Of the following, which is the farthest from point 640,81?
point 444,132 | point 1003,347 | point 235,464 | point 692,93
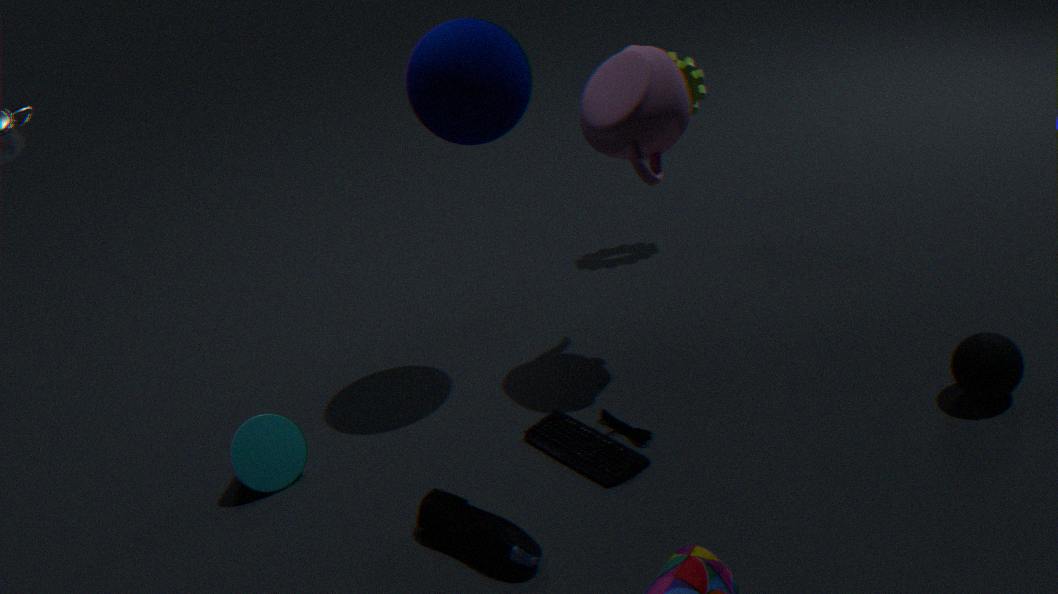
point 235,464
